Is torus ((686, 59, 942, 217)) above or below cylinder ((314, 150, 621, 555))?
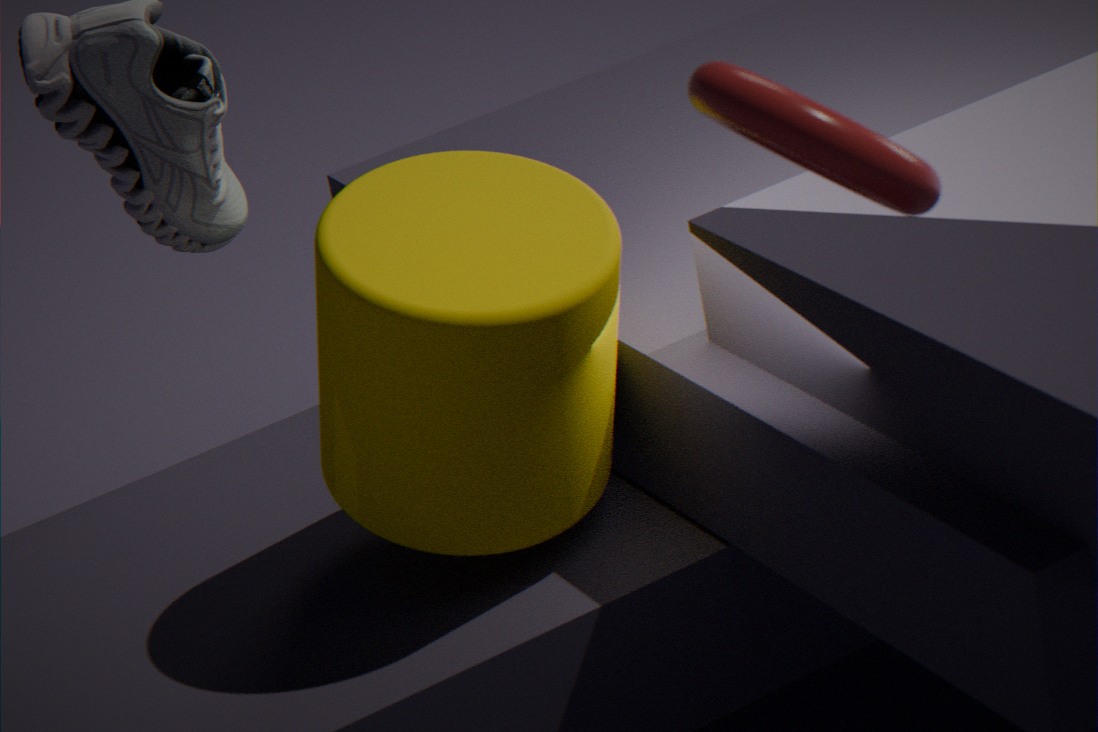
above
